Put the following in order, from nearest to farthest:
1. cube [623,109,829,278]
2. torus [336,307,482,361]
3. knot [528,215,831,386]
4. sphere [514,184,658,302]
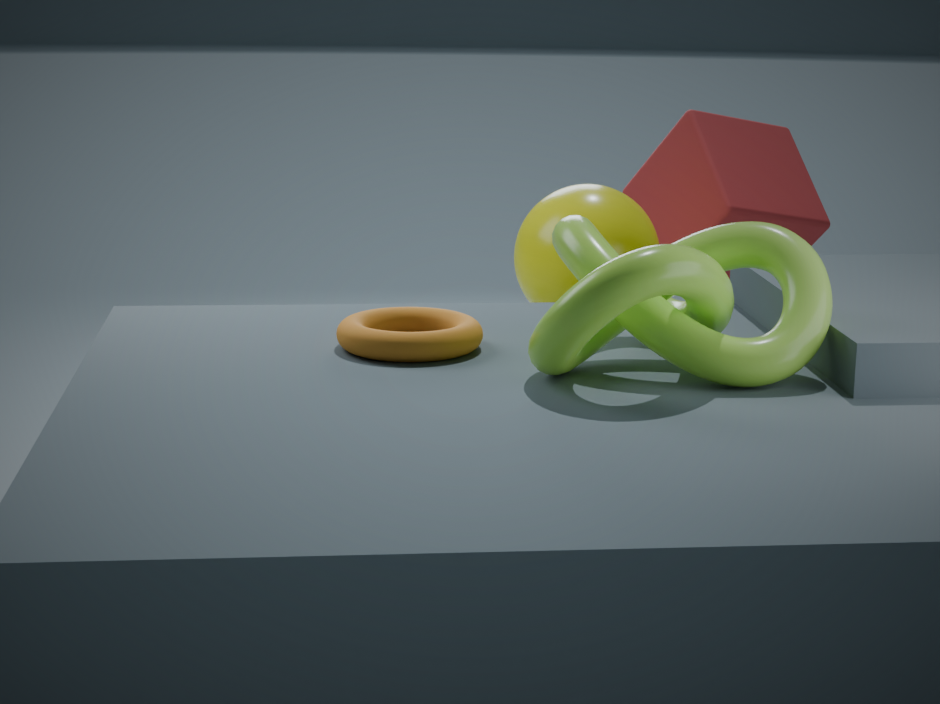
knot [528,215,831,386], torus [336,307,482,361], sphere [514,184,658,302], cube [623,109,829,278]
